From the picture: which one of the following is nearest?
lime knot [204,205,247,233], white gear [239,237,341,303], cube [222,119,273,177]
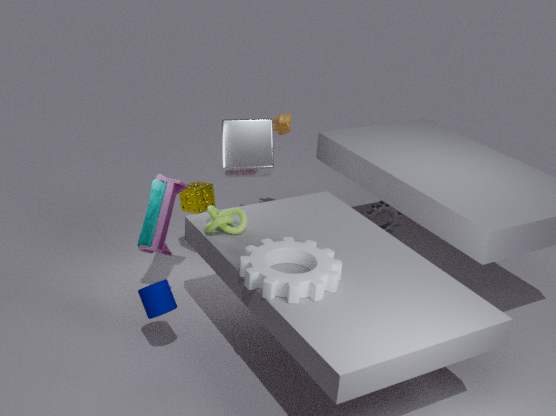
white gear [239,237,341,303]
